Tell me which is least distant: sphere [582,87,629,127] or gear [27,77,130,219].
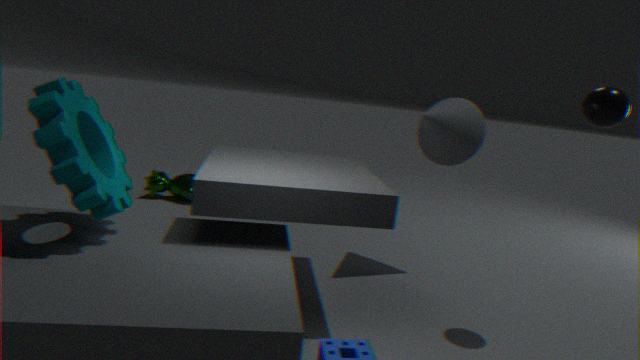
gear [27,77,130,219]
